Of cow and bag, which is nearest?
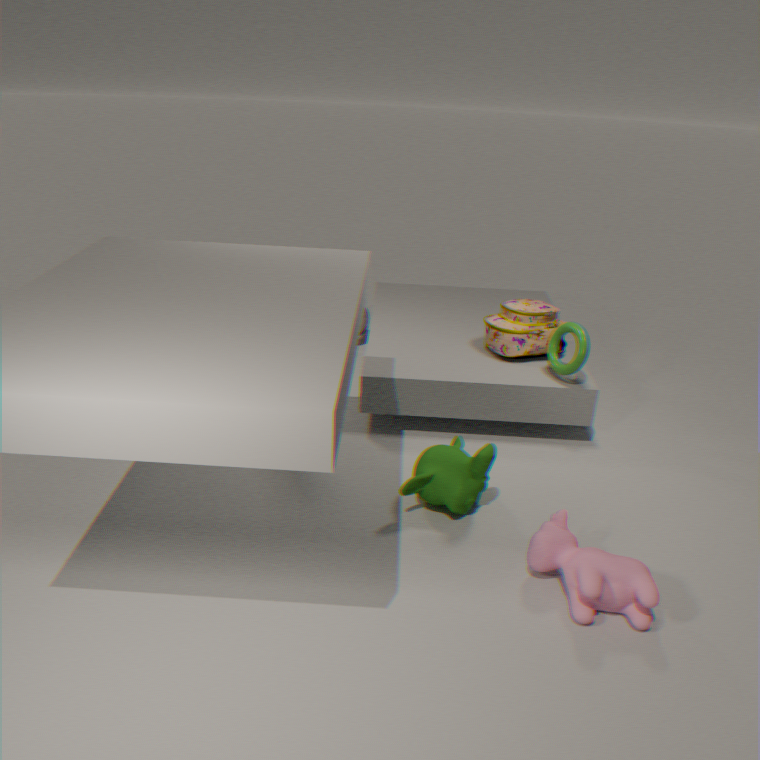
cow
